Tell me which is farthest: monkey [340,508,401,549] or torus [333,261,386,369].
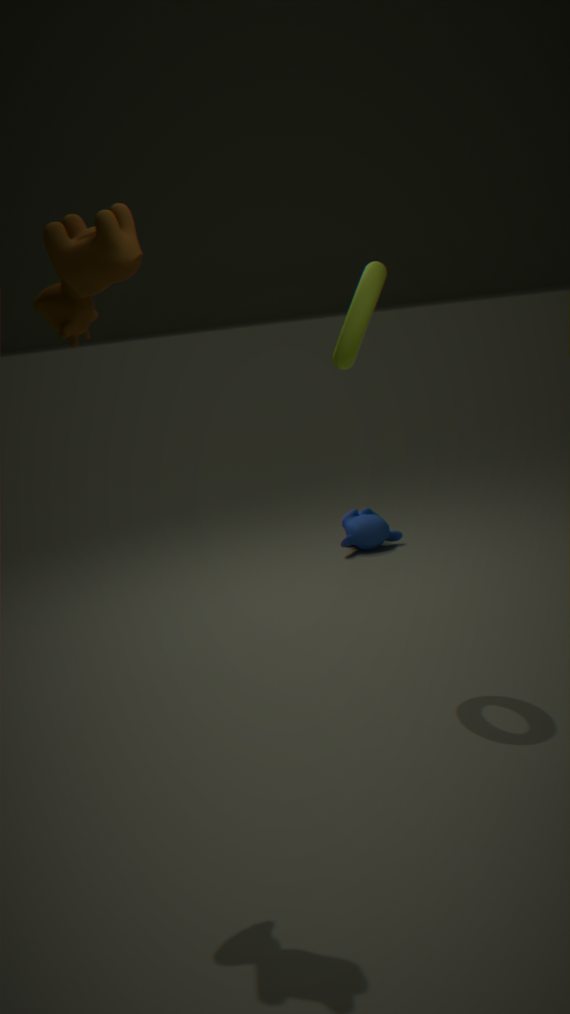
monkey [340,508,401,549]
